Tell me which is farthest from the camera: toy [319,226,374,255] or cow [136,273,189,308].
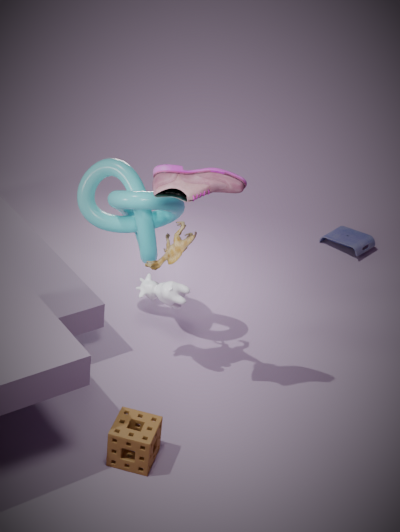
toy [319,226,374,255]
